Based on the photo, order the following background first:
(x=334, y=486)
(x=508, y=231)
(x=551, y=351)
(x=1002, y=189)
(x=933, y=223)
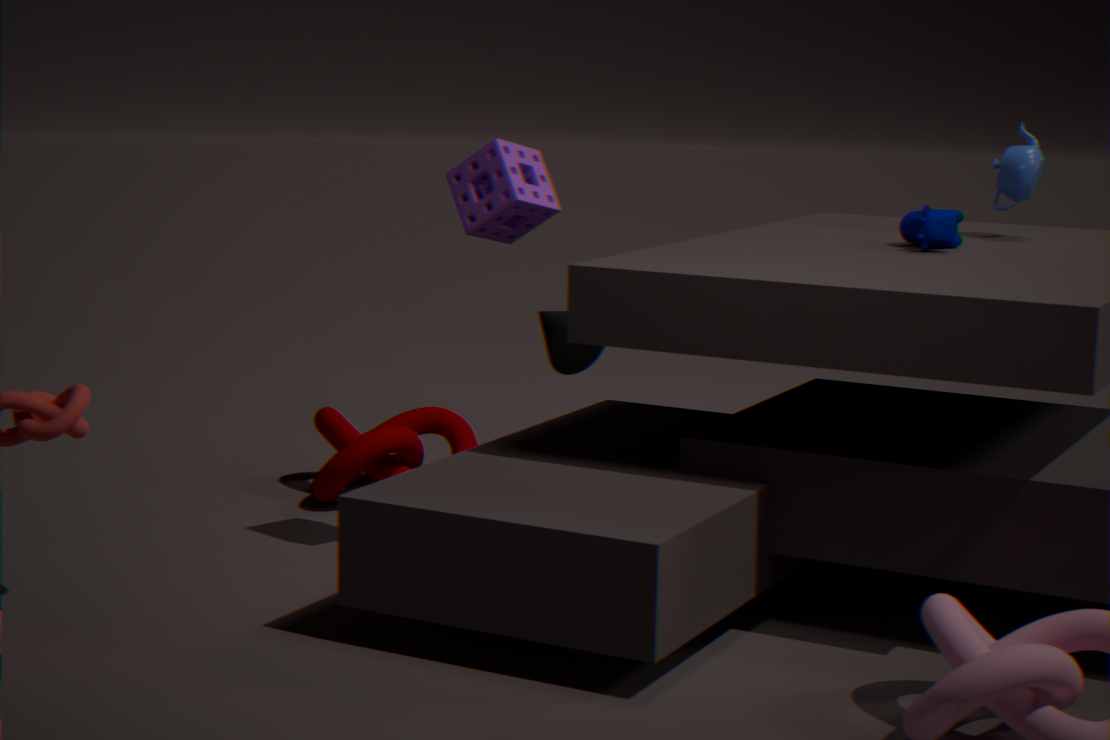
(x=551, y=351), (x=334, y=486), (x=1002, y=189), (x=933, y=223), (x=508, y=231)
